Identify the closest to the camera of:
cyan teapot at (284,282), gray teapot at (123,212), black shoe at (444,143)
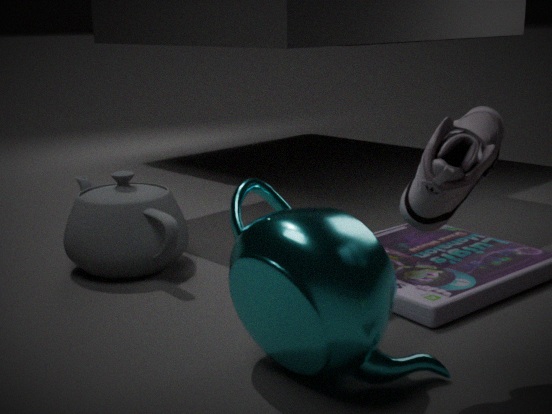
black shoe at (444,143)
